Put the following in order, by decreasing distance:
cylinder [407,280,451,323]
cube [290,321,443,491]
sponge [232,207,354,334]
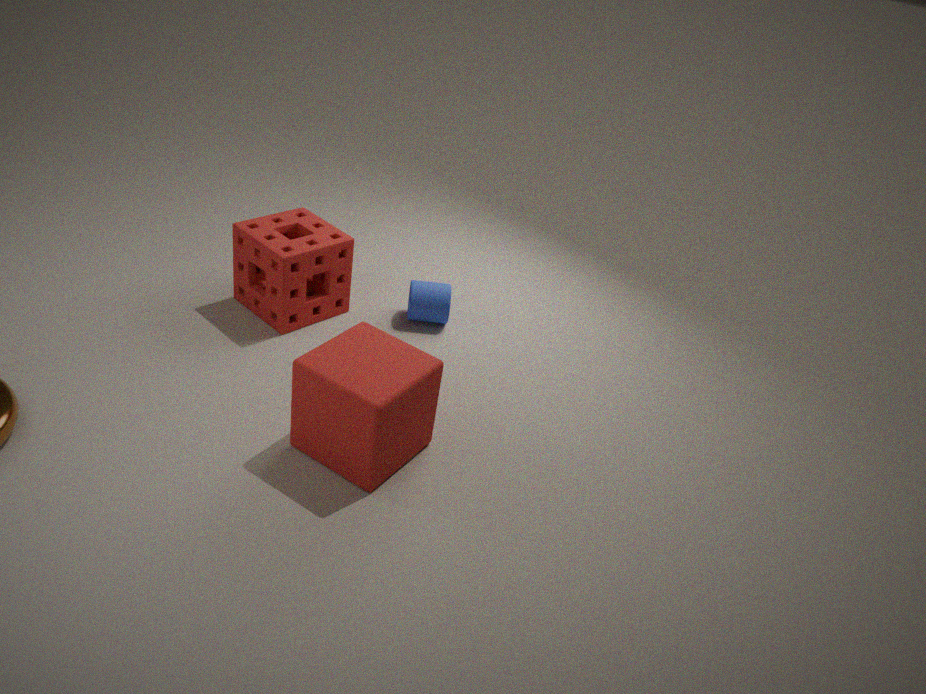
cylinder [407,280,451,323] → sponge [232,207,354,334] → cube [290,321,443,491]
